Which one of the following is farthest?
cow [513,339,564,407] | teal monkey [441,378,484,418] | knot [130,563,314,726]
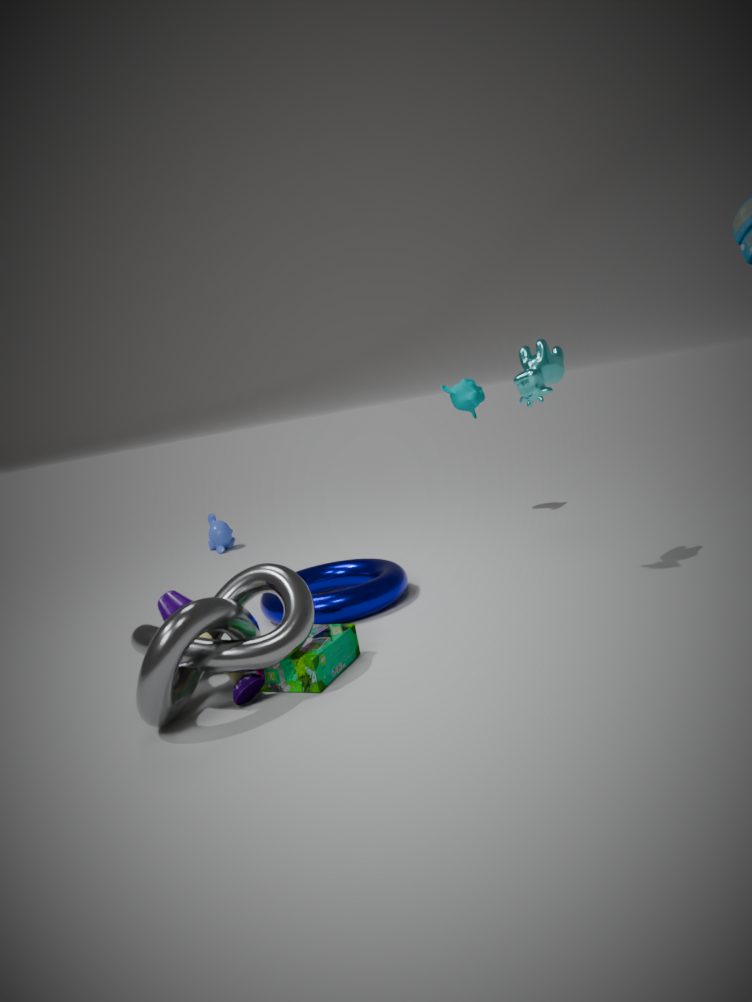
teal monkey [441,378,484,418]
